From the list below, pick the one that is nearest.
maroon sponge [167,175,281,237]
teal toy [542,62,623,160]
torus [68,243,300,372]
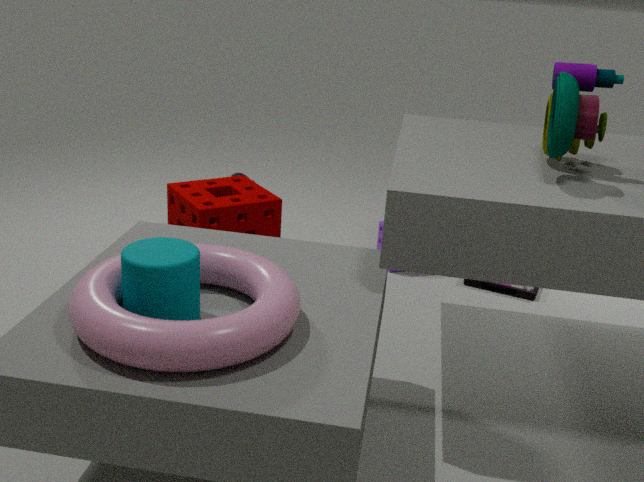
torus [68,243,300,372]
